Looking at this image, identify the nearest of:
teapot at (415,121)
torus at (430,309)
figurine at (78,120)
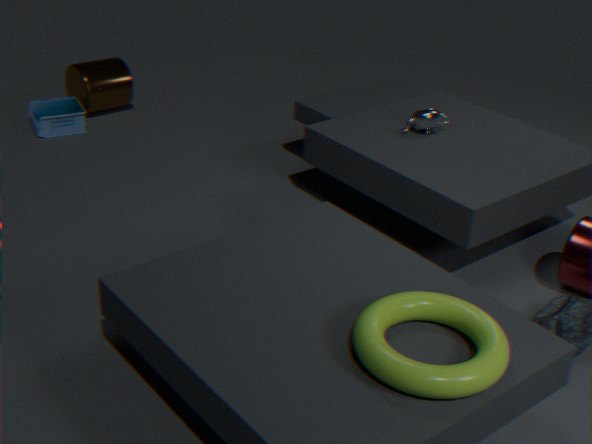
torus at (430,309)
